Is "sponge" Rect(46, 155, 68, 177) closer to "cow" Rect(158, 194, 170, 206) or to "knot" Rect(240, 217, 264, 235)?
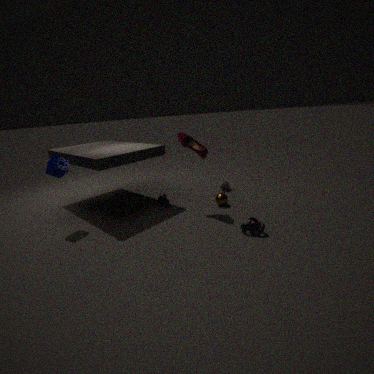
"cow" Rect(158, 194, 170, 206)
